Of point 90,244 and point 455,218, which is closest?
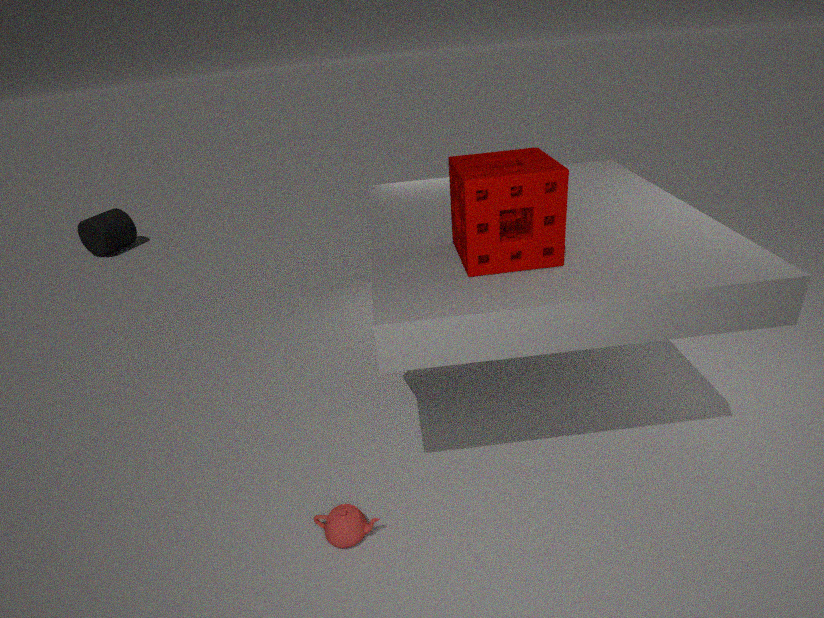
point 455,218
